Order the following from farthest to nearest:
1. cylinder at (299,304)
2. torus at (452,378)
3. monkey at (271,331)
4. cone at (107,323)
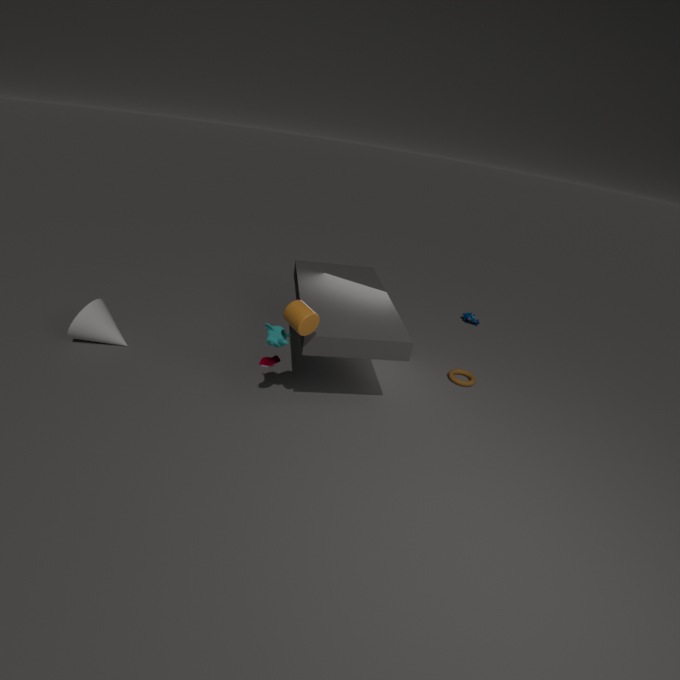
torus at (452,378), cone at (107,323), monkey at (271,331), cylinder at (299,304)
